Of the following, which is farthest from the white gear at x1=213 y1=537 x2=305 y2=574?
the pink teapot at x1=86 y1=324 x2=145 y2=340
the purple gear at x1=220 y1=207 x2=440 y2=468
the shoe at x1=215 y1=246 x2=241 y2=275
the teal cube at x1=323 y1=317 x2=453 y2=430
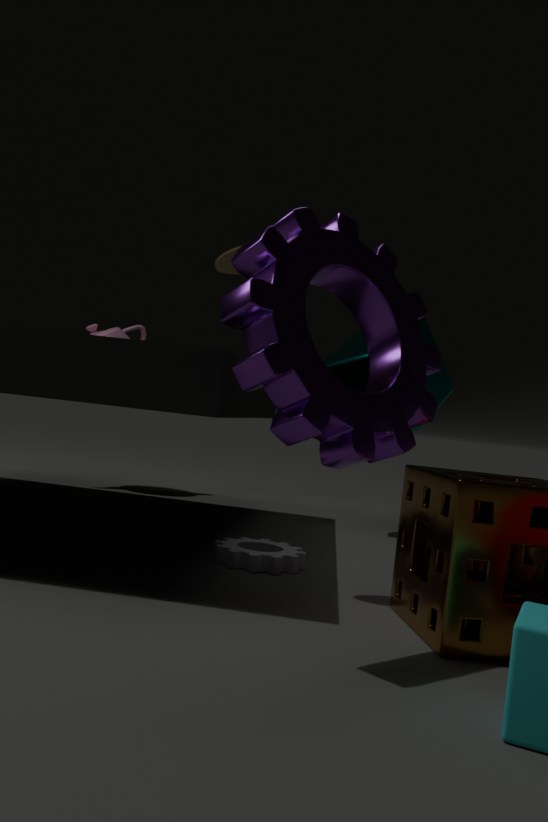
the pink teapot at x1=86 y1=324 x2=145 y2=340
